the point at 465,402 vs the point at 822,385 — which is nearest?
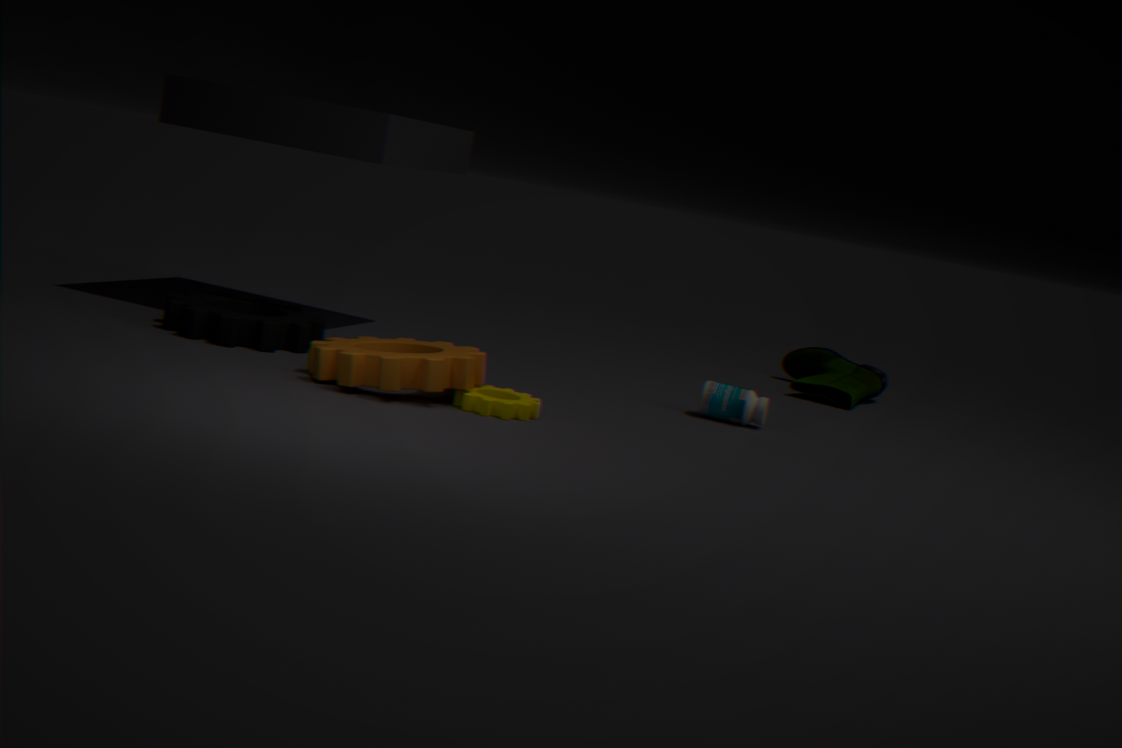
the point at 465,402
